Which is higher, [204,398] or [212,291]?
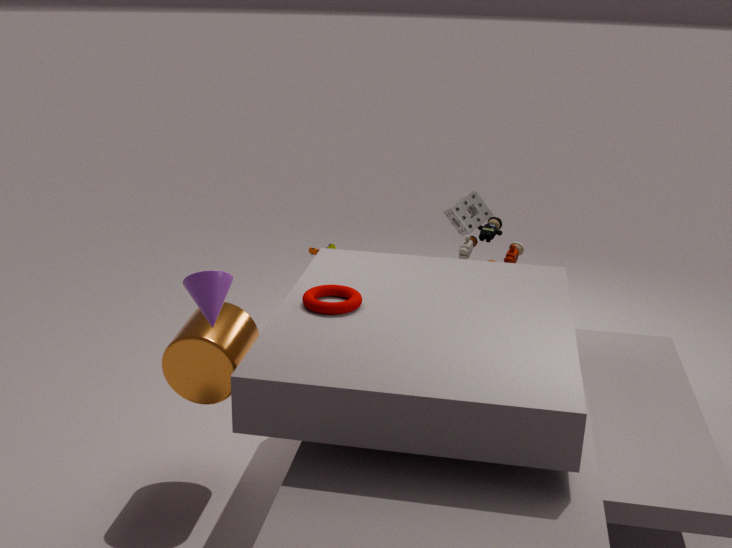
[212,291]
